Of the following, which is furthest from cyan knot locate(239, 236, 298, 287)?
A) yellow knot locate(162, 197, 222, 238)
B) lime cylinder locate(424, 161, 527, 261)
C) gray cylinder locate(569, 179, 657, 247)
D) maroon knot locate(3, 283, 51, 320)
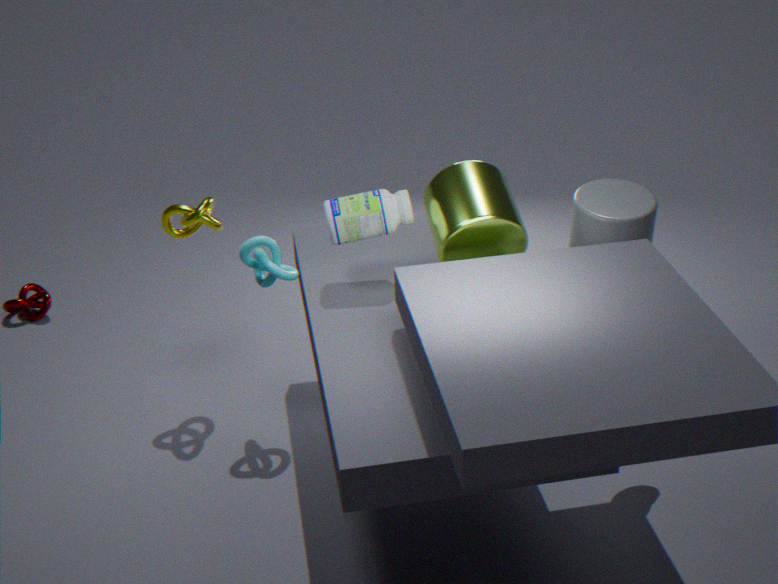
maroon knot locate(3, 283, 51, 320)
